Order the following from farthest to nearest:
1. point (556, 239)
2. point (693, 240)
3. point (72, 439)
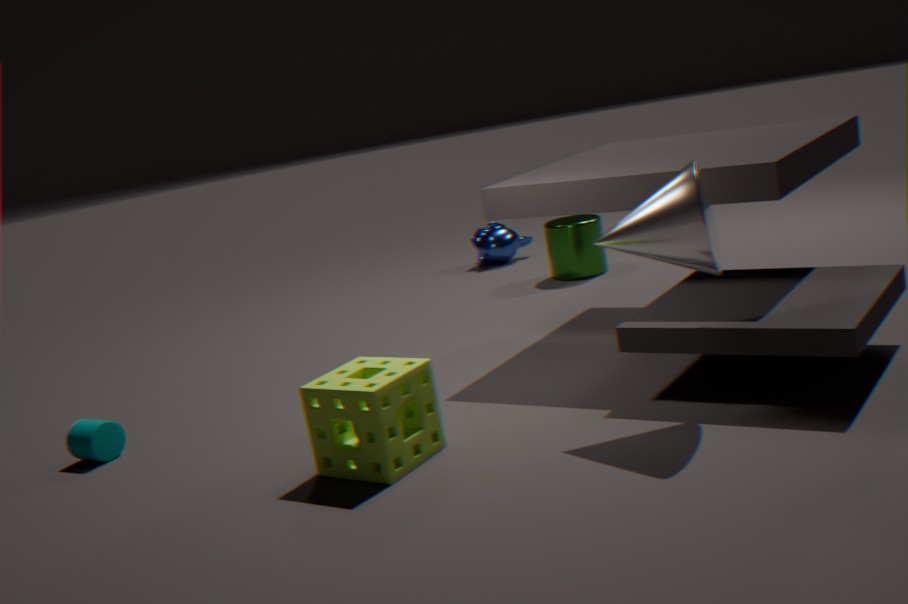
point (556, 239)
point (72, 439)
point (693, 240)
